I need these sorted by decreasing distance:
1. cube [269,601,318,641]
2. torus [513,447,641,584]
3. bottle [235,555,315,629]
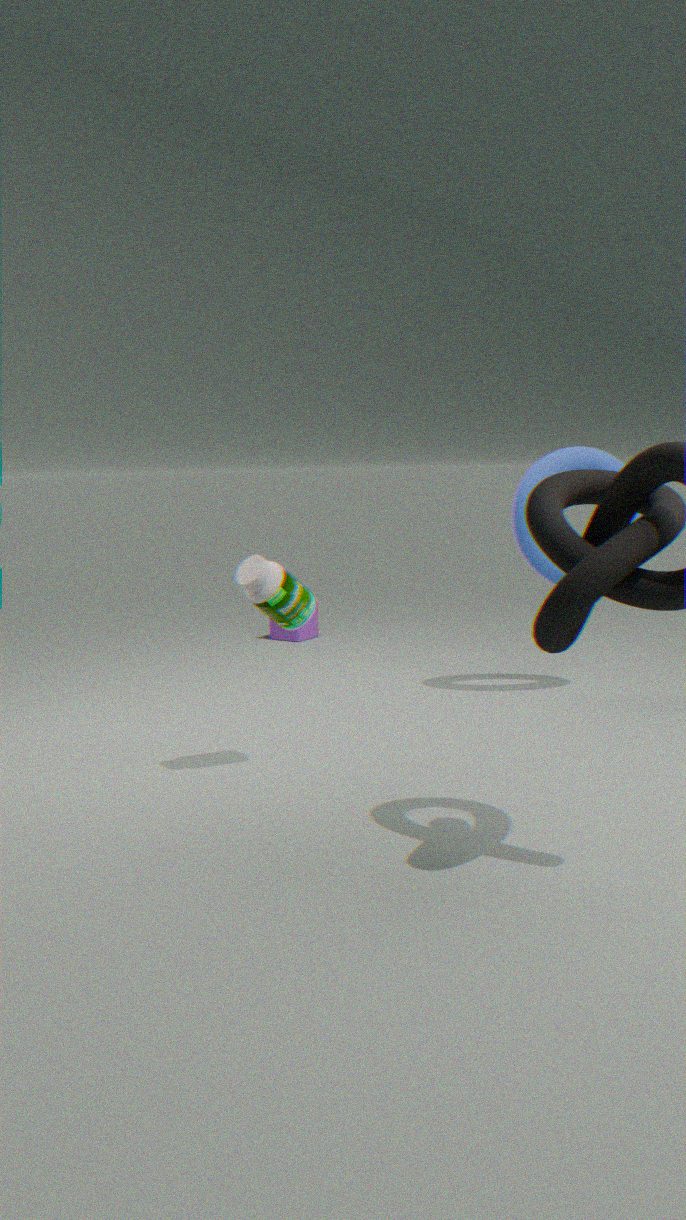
cube [269,601,318,641] → torus [513,447,641,584] → bottle [235,555,315,629]
